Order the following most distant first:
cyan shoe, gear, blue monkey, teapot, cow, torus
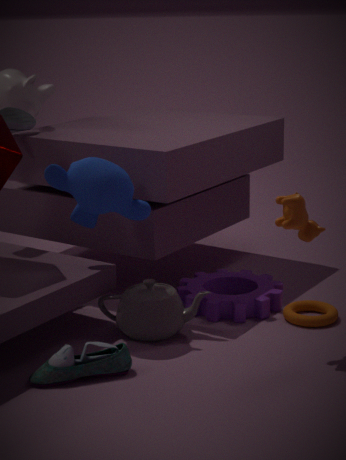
gear, torus, teapot, blue monkey, cow, cyan shoe
